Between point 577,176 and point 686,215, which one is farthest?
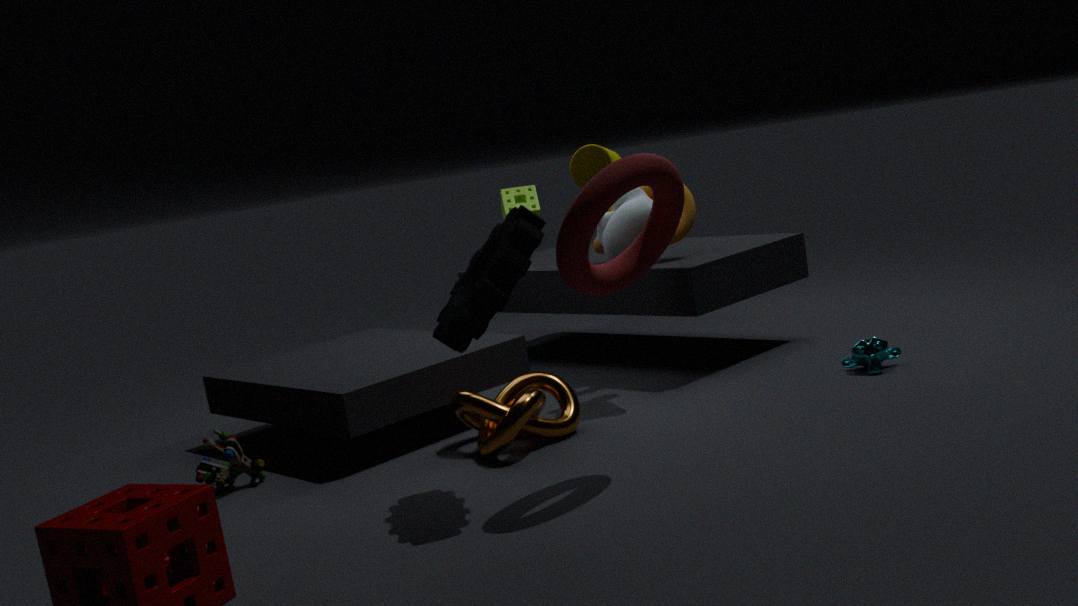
point 686,215
